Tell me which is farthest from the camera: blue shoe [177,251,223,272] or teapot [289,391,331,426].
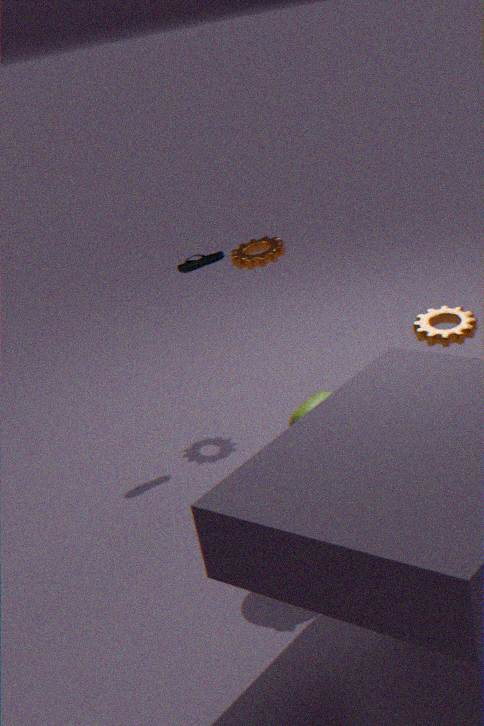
blue shoe [177,251,223,272]
